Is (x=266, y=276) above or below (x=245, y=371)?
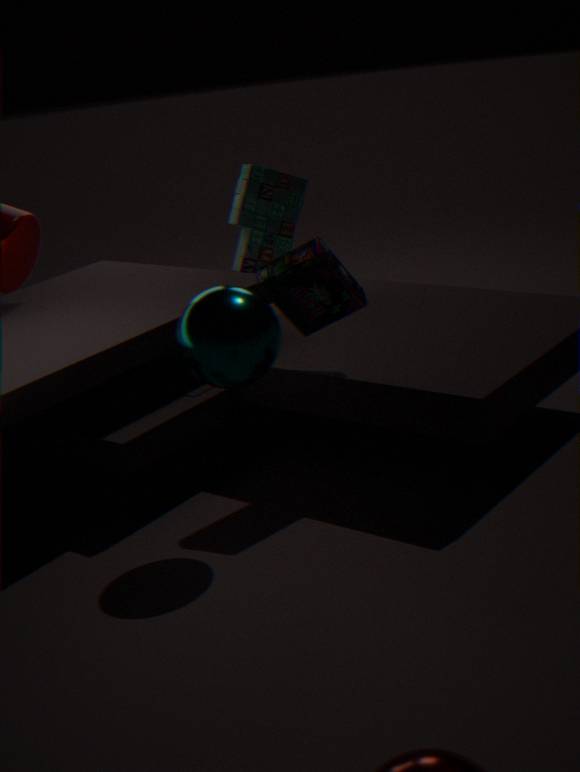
above
